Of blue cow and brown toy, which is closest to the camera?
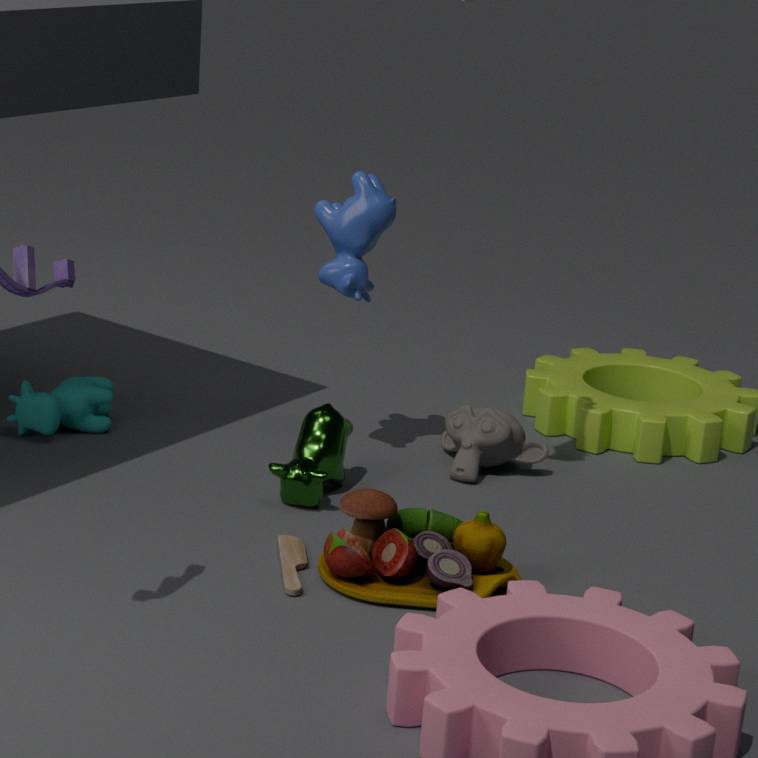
brown toy
